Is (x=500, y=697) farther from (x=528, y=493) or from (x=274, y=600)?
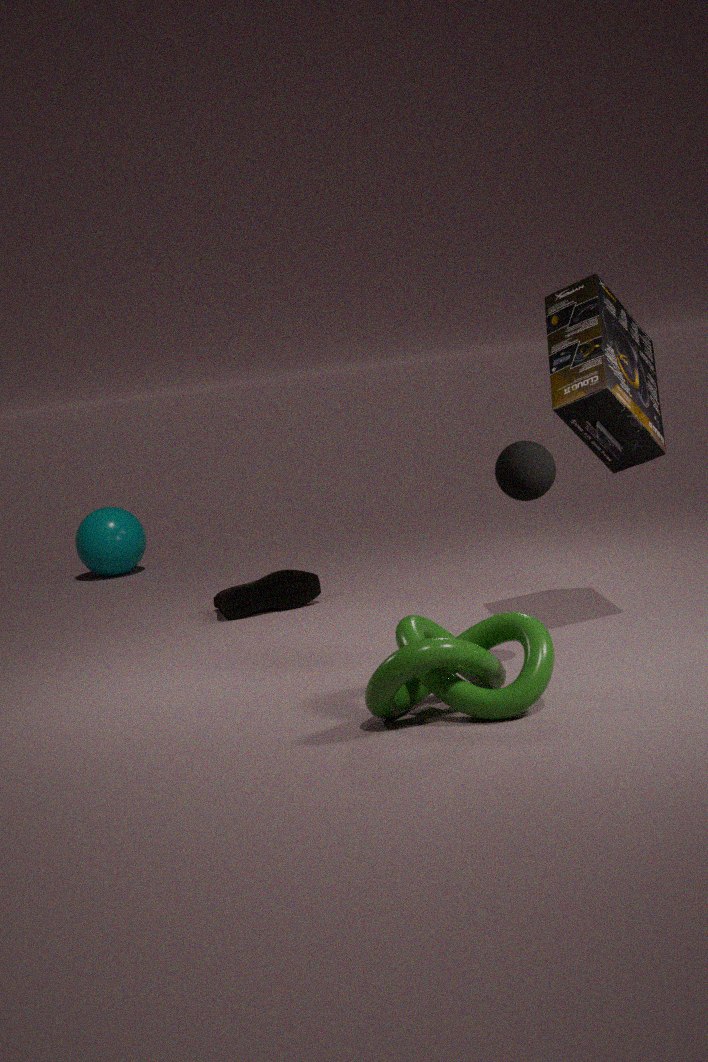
(x=274, y=600)
